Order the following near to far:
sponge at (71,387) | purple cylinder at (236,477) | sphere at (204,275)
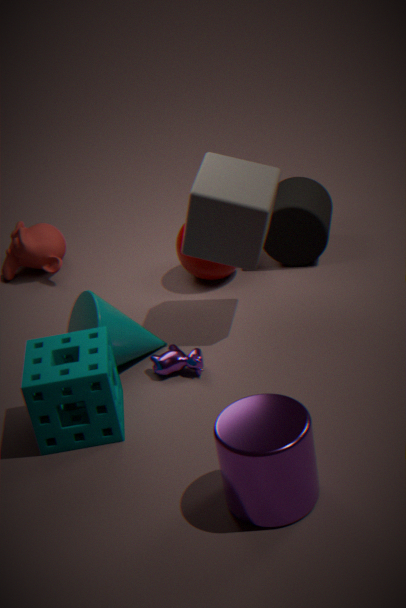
purple cylinder at (236,477), sponge at (71,387), sphere at (204,275)
